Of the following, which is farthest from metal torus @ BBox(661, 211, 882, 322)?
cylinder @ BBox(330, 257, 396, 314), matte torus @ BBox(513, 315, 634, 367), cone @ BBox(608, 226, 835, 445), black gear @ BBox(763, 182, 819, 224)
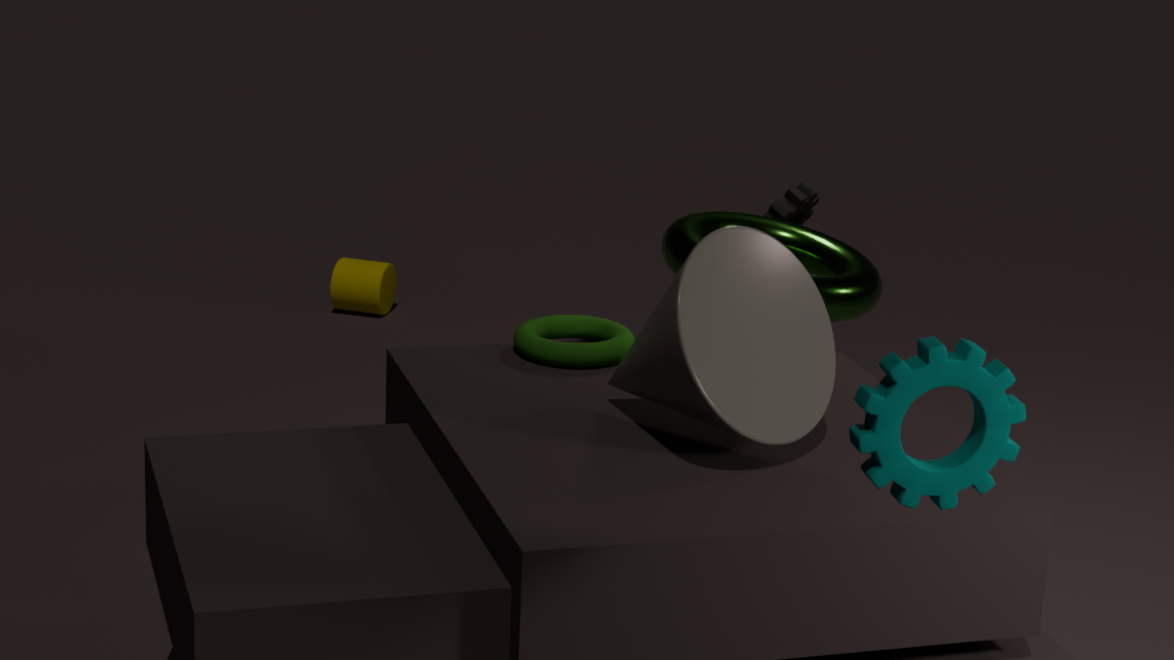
cylinder @ BBox(330, 257, 396, 314)
